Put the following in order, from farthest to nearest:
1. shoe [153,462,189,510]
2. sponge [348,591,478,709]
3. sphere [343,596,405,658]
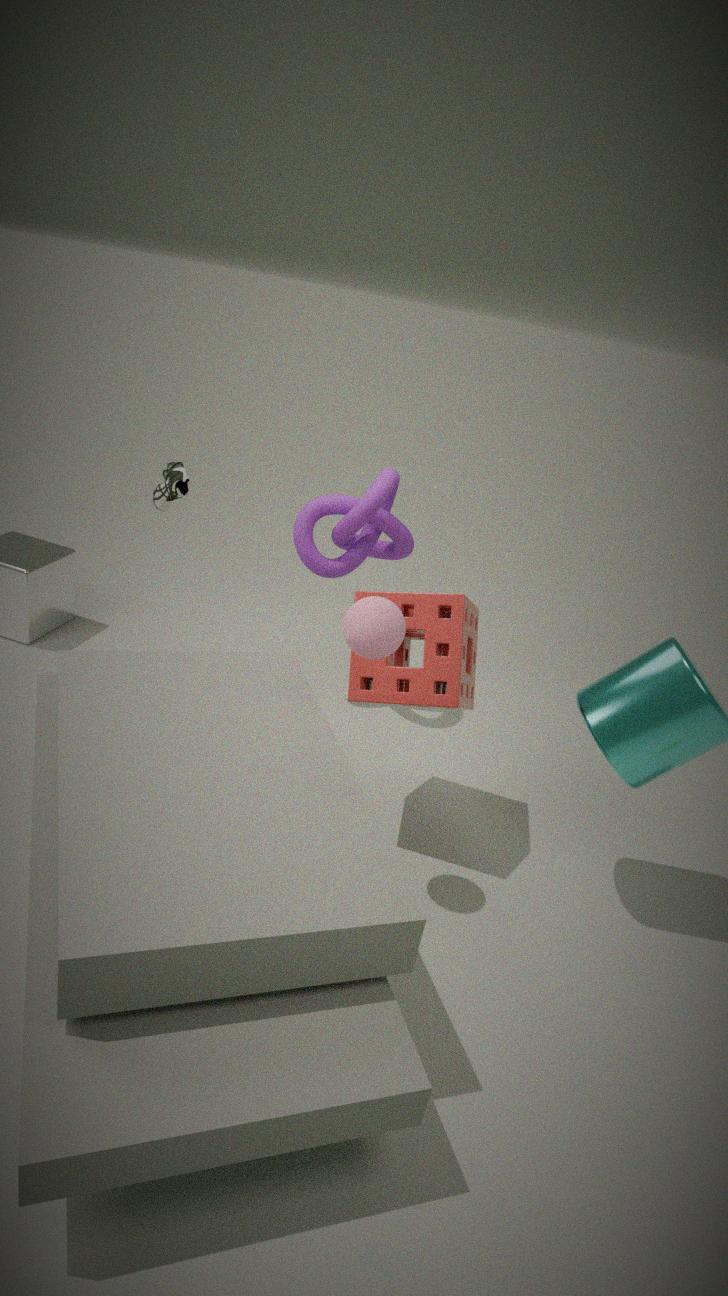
shoe [153,462,189,510], sponge [348,591,478,709], sphere [343,596,405,658]
